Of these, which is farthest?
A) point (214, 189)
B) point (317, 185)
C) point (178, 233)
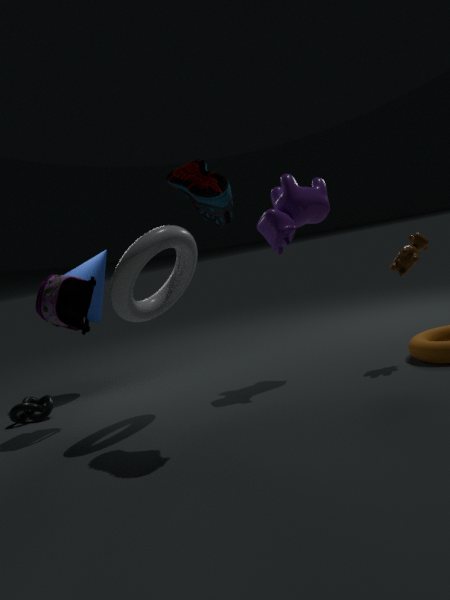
point (317, 185)
